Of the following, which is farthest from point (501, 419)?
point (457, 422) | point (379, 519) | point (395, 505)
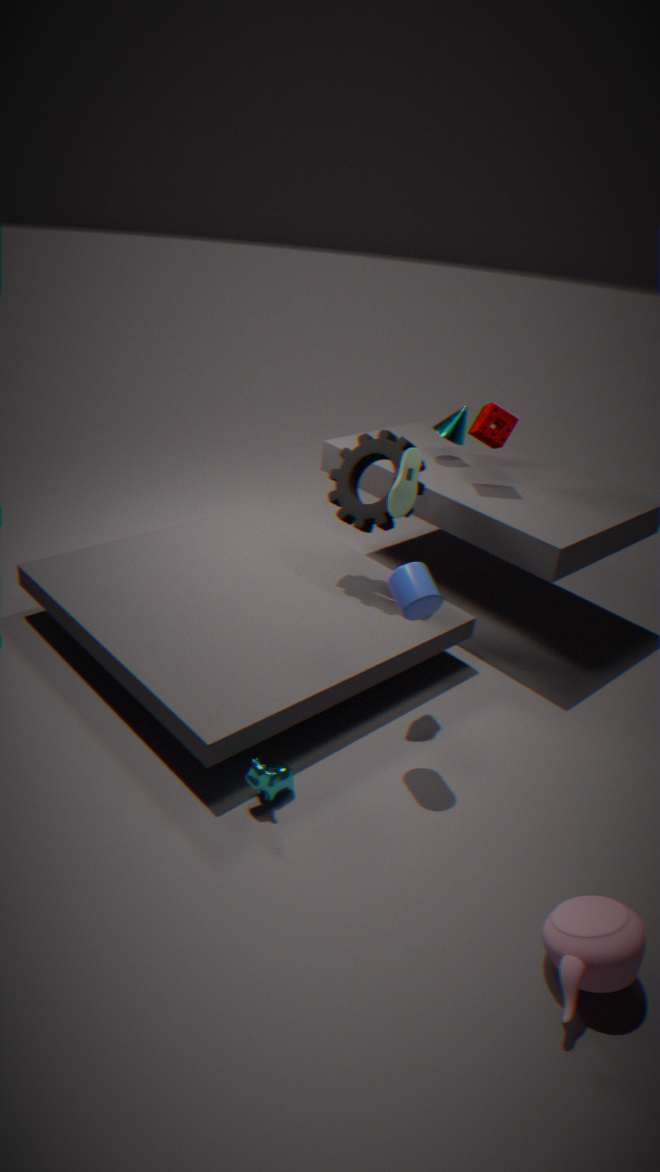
point (395, 505)
